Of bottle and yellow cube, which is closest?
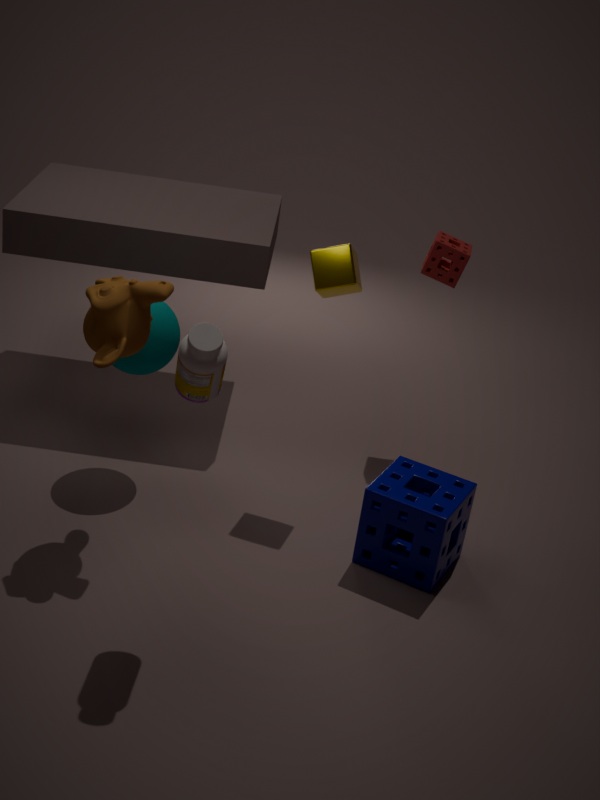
bottle
